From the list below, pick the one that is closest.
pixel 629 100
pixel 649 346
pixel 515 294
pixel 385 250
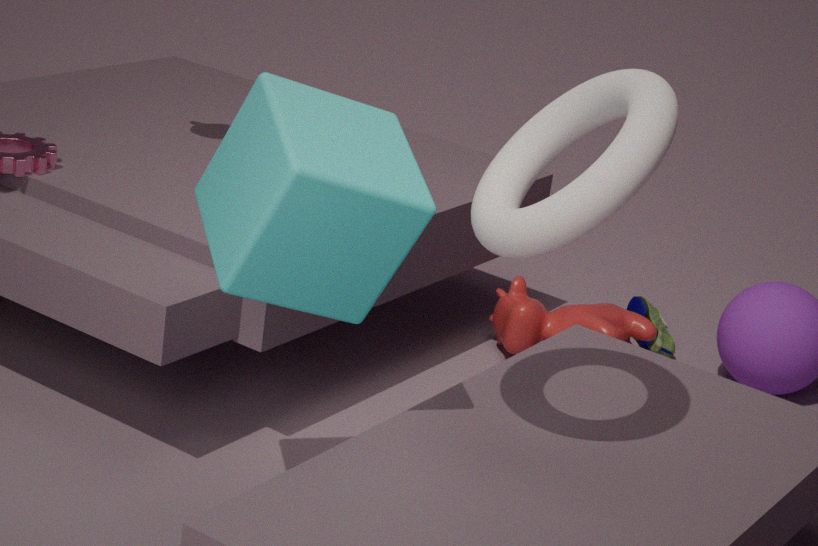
pixel 629 100
